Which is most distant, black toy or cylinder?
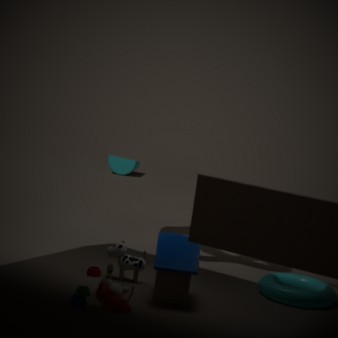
cylinder
